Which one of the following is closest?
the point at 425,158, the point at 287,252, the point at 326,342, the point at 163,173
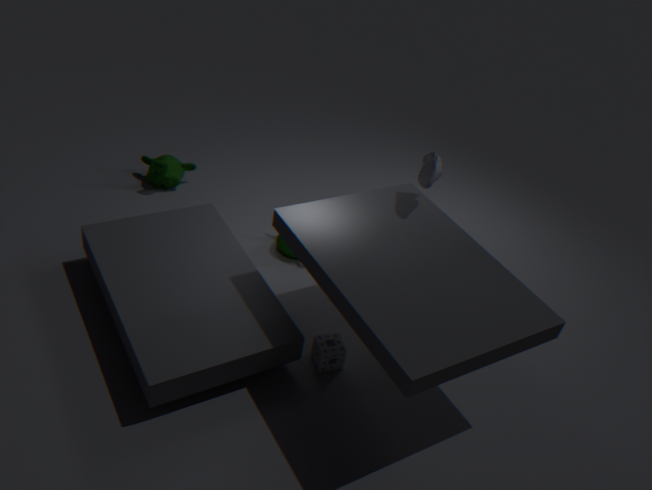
the point at 326,342
